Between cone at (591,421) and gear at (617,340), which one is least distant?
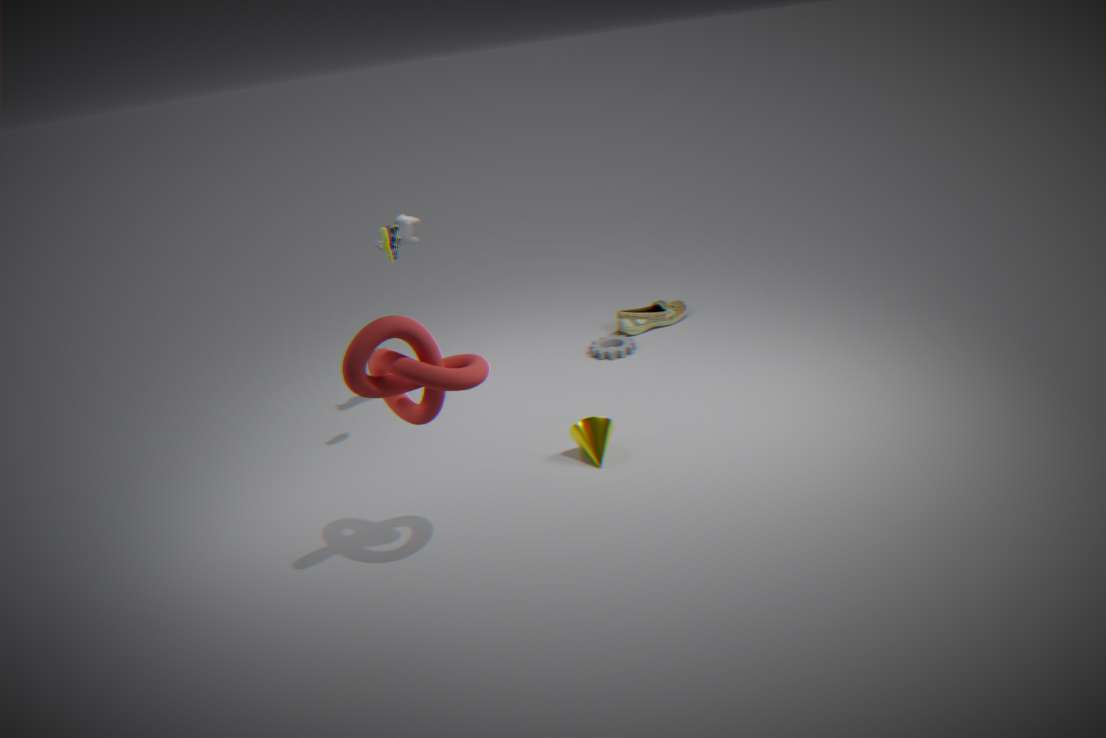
cone at (591,421)
